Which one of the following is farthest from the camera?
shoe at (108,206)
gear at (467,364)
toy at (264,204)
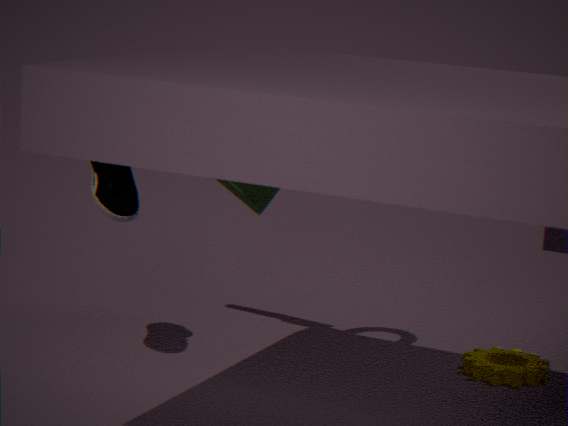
toy at (264,204)
